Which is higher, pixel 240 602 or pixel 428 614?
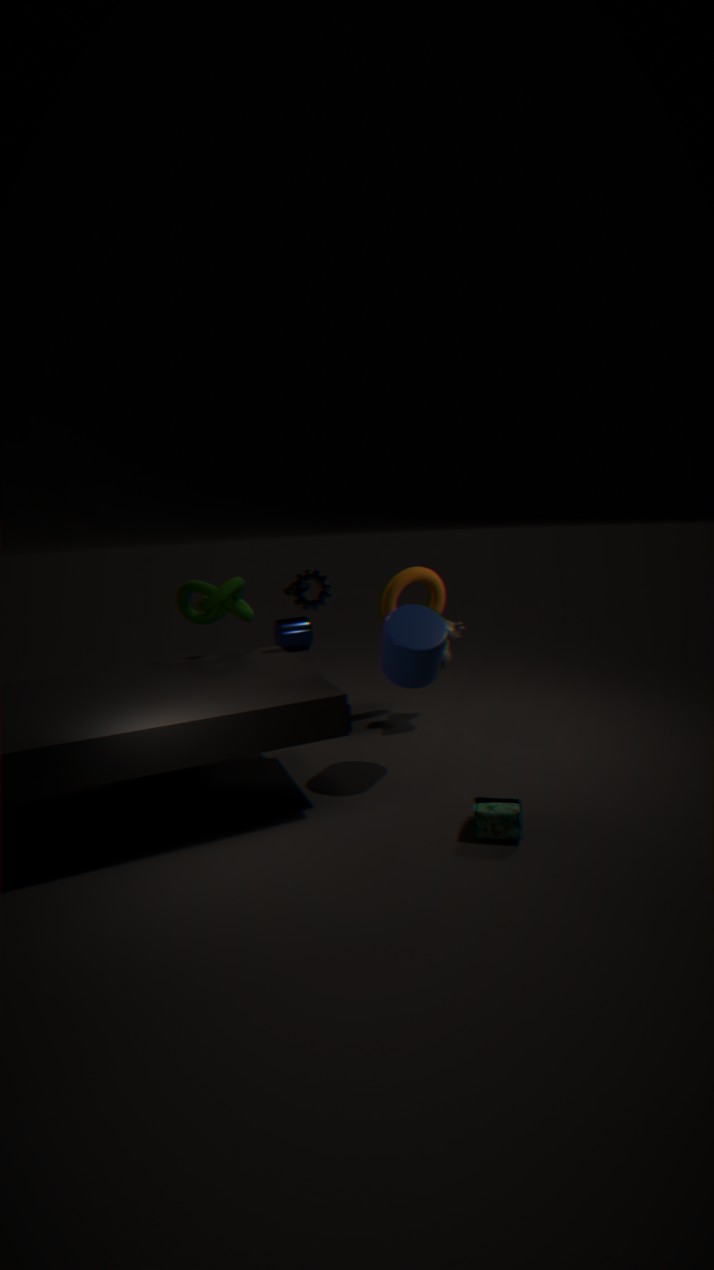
pixel 240 602
